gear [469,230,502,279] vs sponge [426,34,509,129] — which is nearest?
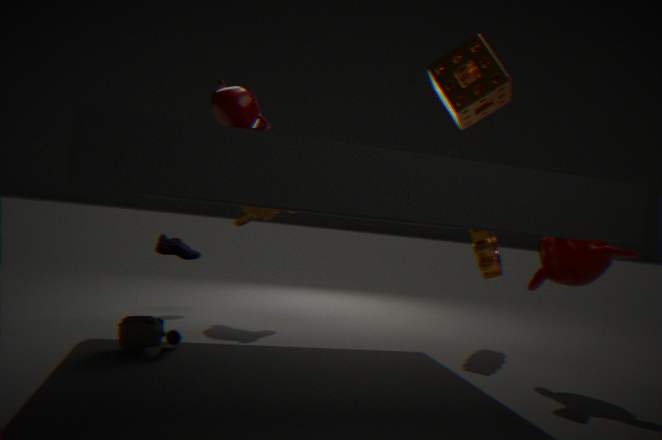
sponge [426,34,509,129]
